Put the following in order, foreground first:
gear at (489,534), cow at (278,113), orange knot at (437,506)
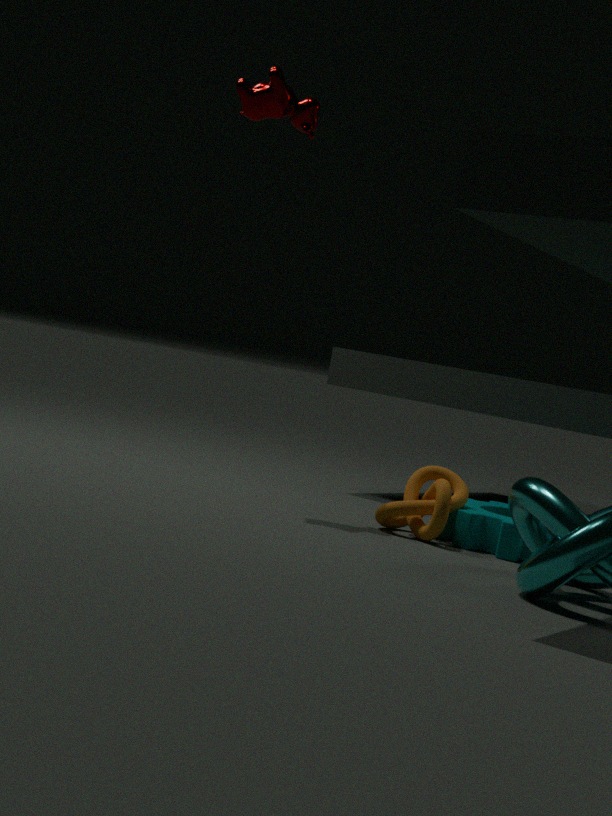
1. gear at (489,534)
2. orange knot at (437,506)
3. cow at (278,113)
